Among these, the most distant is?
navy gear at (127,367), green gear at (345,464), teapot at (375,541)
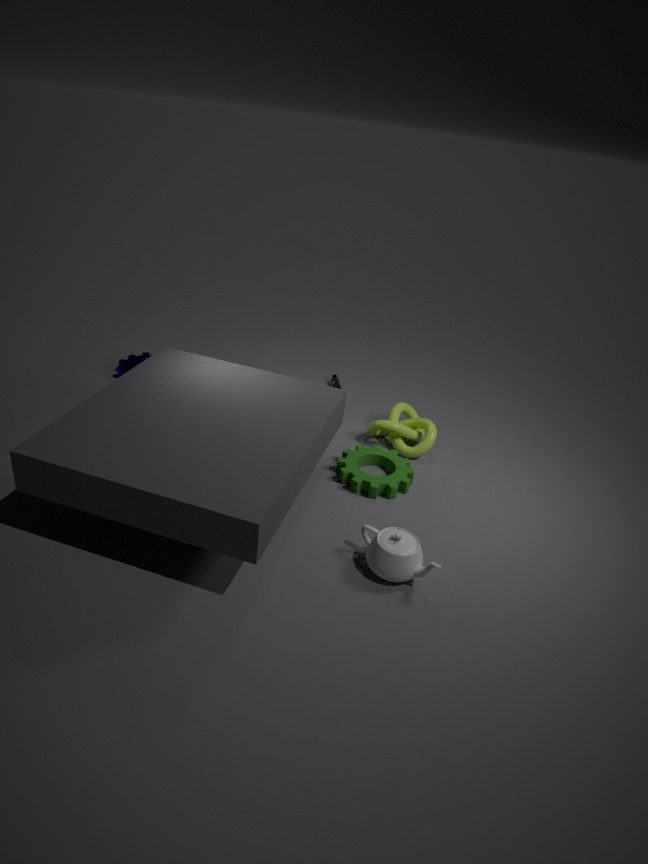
navy gear at (127,367)
